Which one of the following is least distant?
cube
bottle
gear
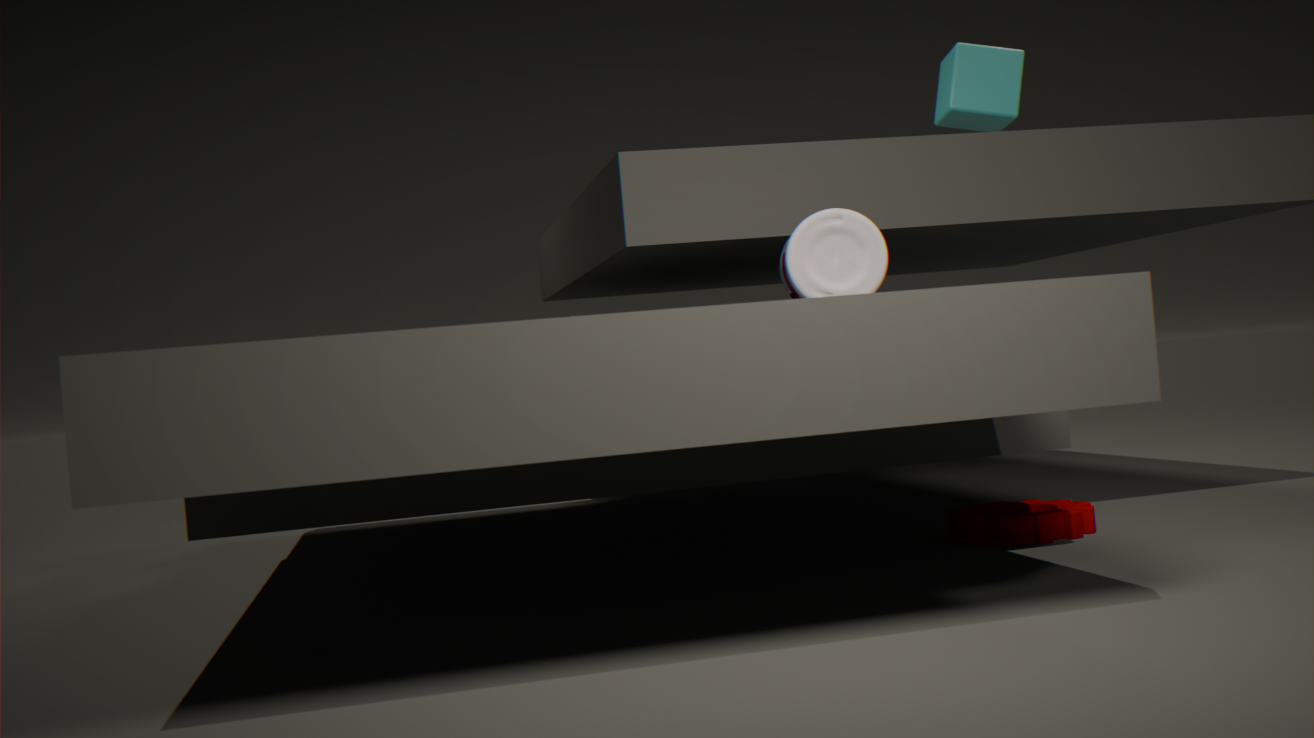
bottle
